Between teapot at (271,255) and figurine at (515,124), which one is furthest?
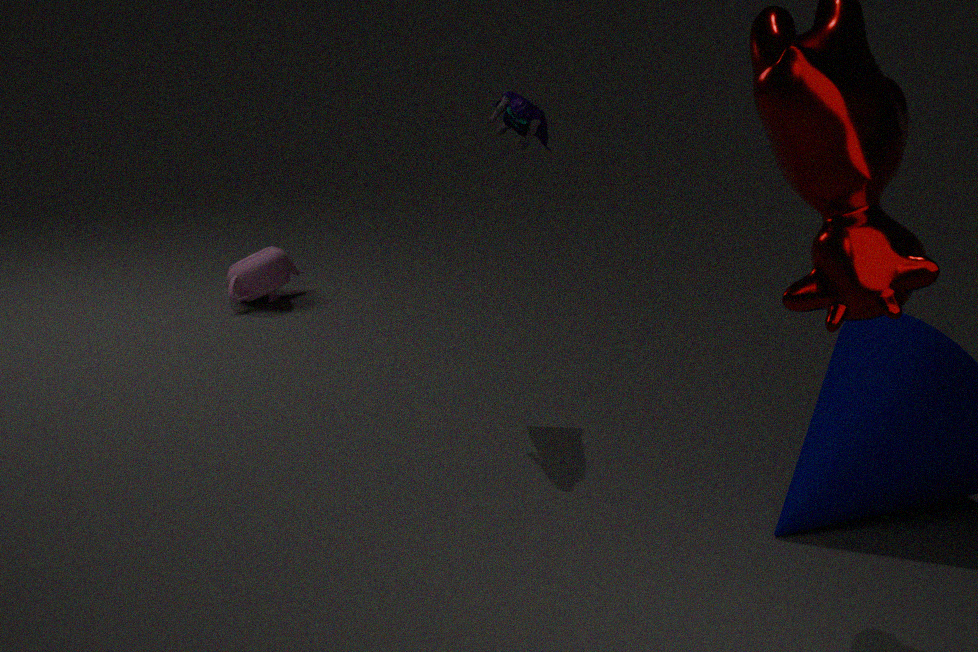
teapot at (271,255)
